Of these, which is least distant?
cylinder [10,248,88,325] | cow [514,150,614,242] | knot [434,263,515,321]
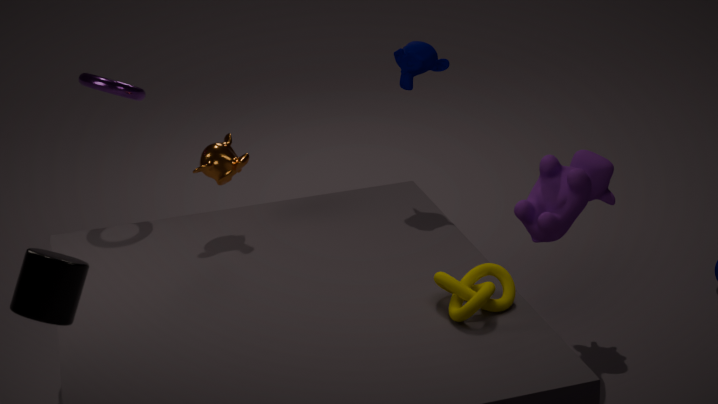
cylinder [10,248,88,325]
